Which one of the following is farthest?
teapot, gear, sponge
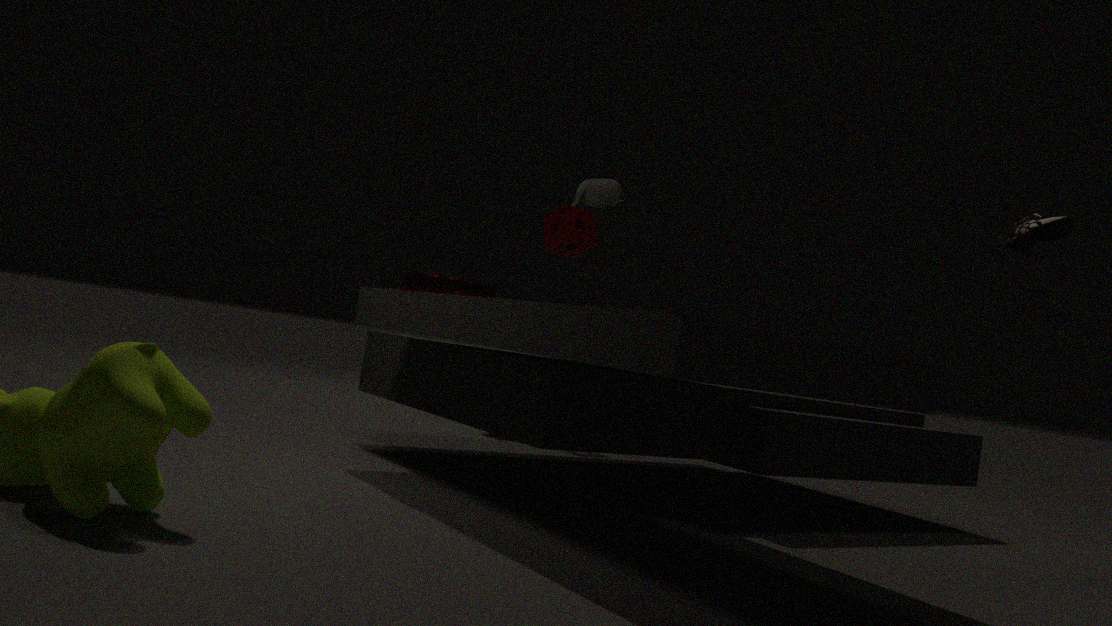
sponge
